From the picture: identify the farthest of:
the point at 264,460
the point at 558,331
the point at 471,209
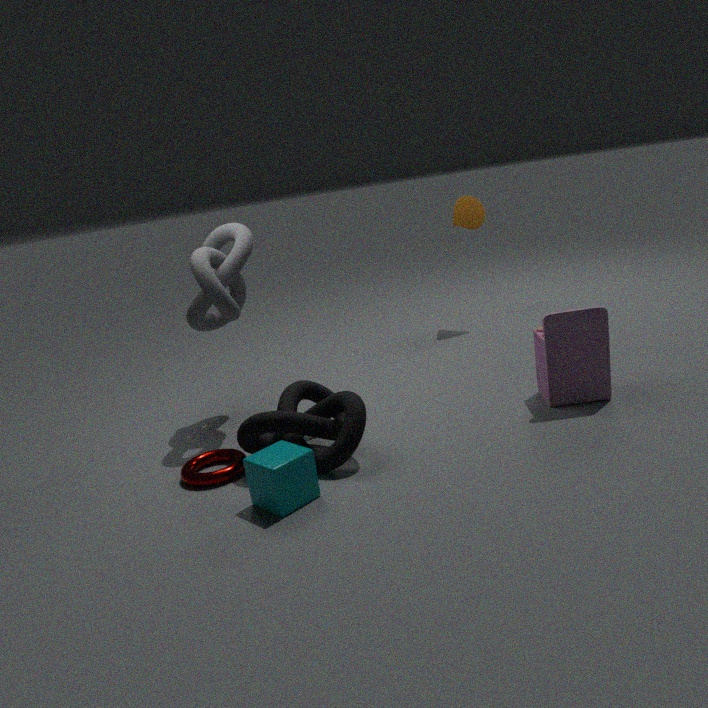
the point at 471,209
